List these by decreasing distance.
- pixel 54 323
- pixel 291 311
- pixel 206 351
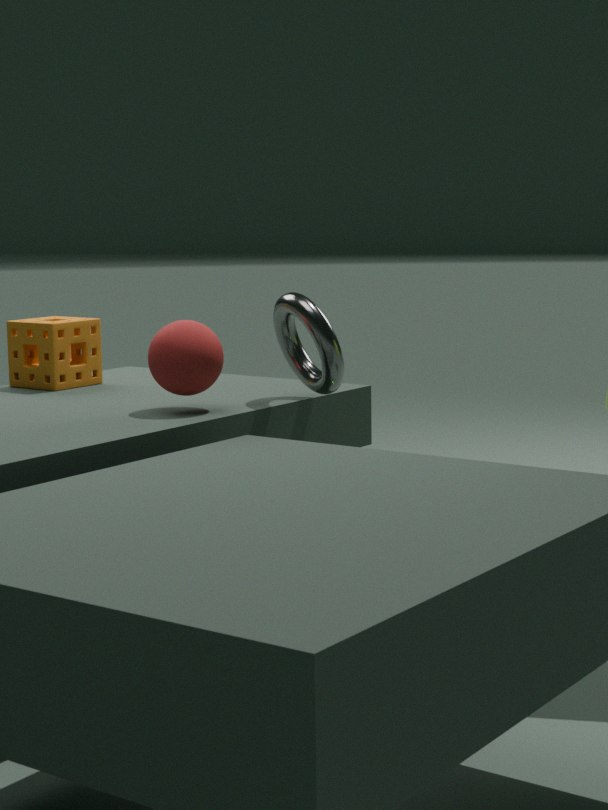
pixel 54 323, pixel 291 311, pixel 206 351
